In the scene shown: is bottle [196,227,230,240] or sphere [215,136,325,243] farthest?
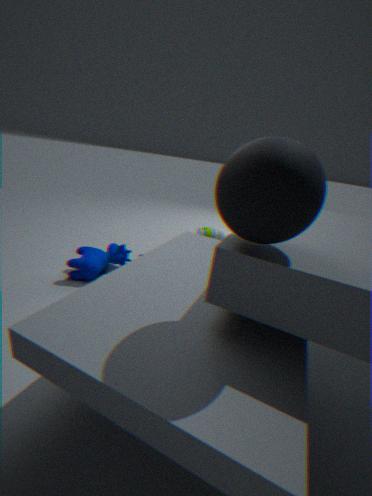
bottle [196,227,230,240]
